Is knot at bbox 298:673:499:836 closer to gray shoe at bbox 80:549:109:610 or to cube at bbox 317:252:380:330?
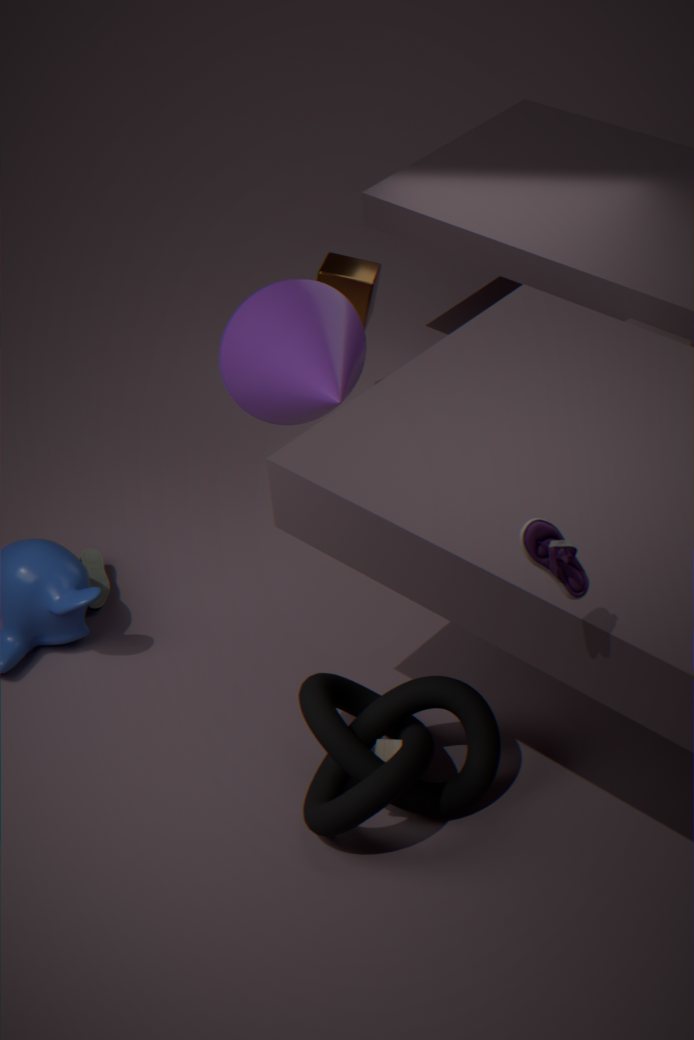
gray shoe at bbox 80:549:109:610
